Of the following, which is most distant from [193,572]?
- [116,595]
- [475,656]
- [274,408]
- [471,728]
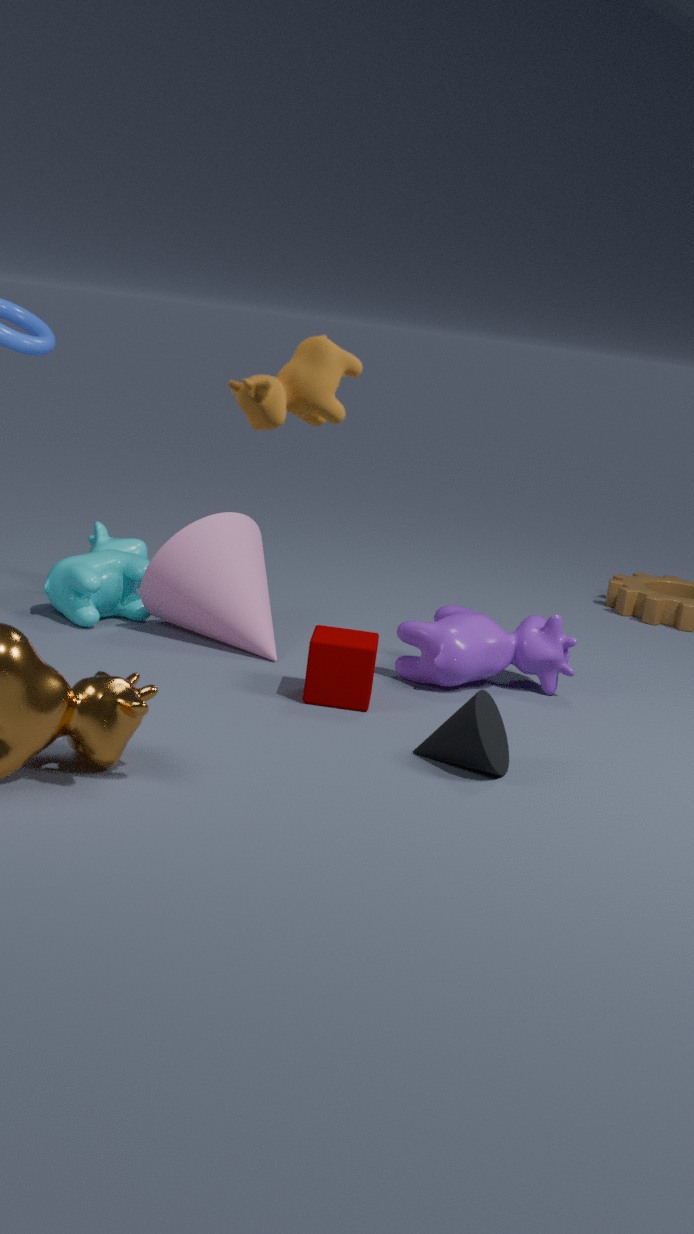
[274,408]
